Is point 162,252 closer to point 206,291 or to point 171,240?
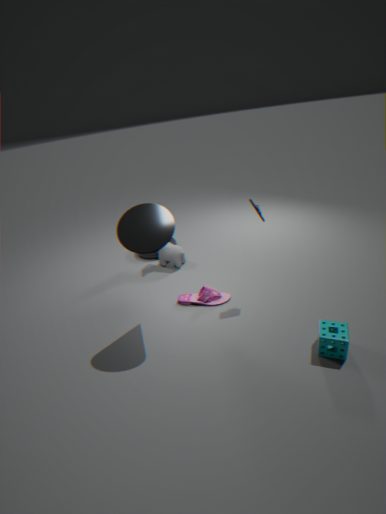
point 171,240
